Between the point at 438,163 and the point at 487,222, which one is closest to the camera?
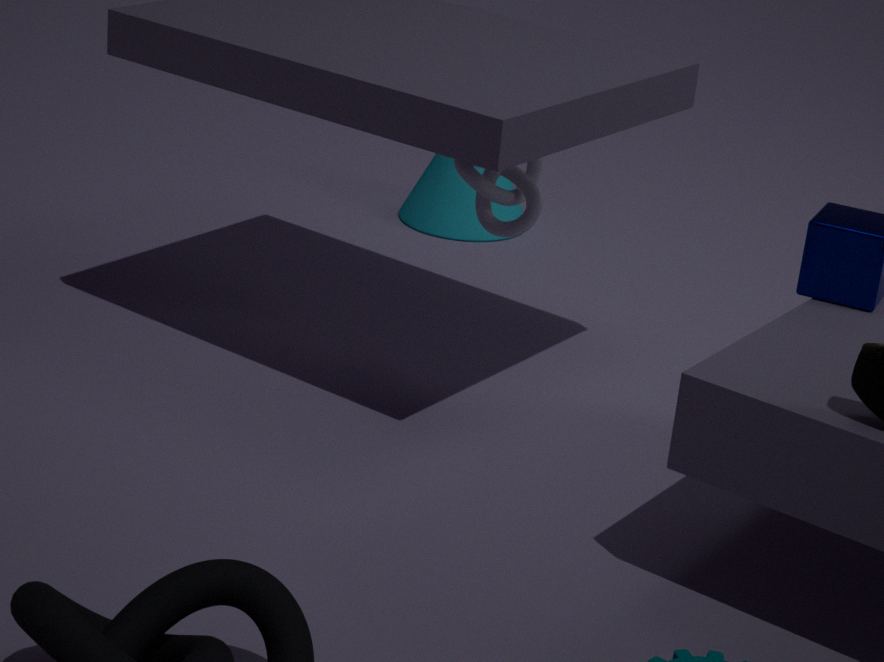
the point at 487,222
